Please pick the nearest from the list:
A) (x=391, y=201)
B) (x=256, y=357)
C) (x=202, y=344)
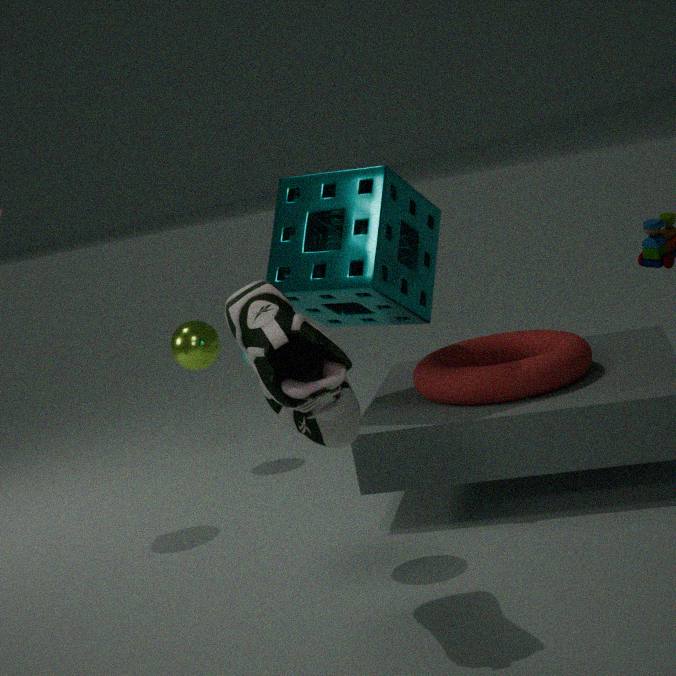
(x=256, y=357)
